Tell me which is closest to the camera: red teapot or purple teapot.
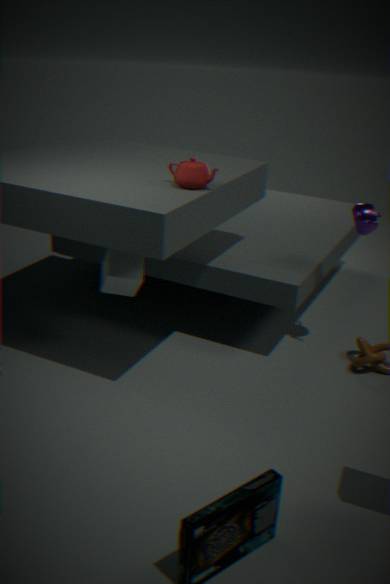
red teapot
